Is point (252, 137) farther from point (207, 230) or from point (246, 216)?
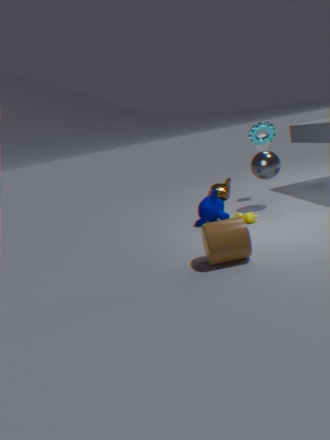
point (207, 230)
